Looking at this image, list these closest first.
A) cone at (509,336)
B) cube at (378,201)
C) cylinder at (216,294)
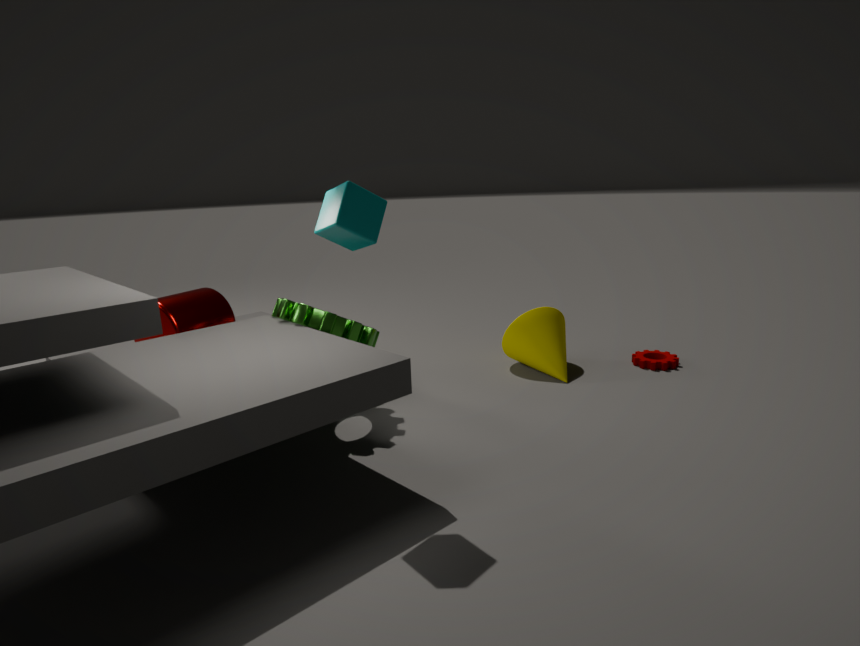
cube at (378,201) < cylinder at (216,294) < cone at (509,336)
